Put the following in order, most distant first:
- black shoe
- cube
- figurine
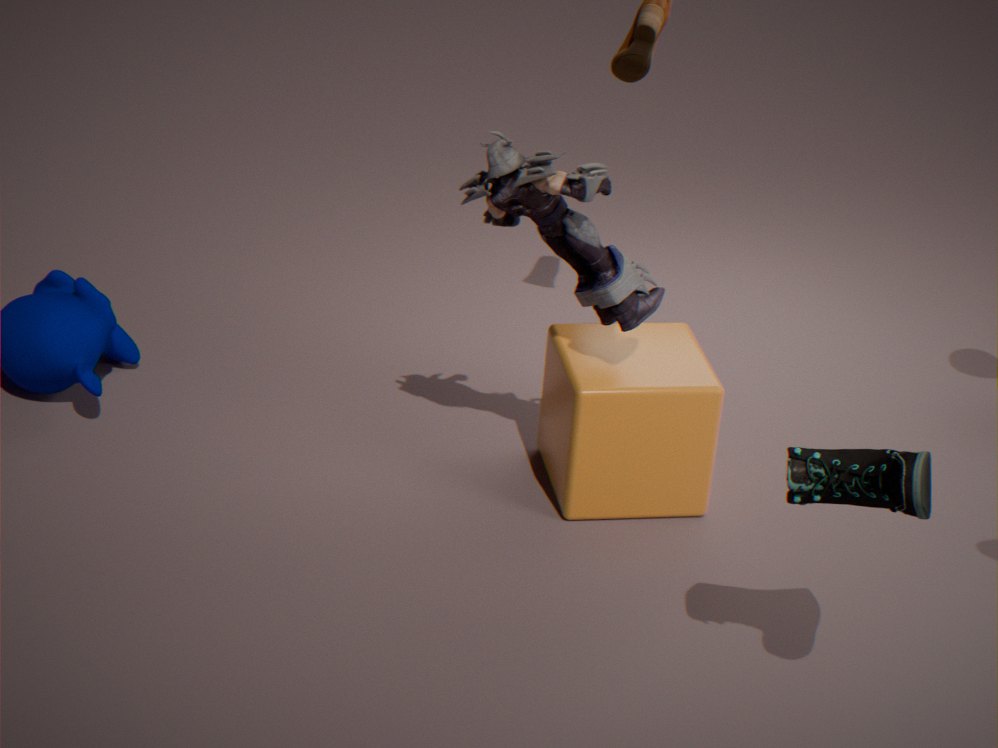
cube → figurine → black shoe
